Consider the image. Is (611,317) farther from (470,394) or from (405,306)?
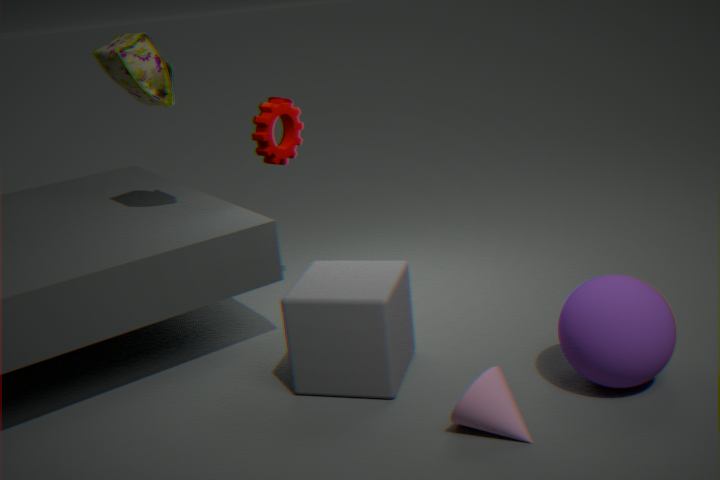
(405,306)
